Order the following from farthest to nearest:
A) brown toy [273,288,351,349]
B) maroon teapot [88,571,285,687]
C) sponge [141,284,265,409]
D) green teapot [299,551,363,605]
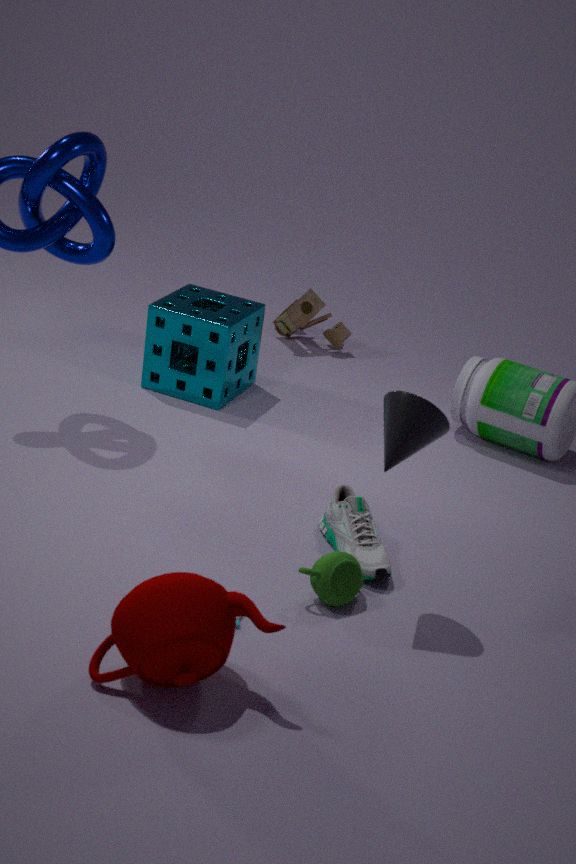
brown toy [273,288,351,349] < sponge [141,284,265,409] < green teapot [299,551,363,605] < maroon teapot [88,571,285,687]
